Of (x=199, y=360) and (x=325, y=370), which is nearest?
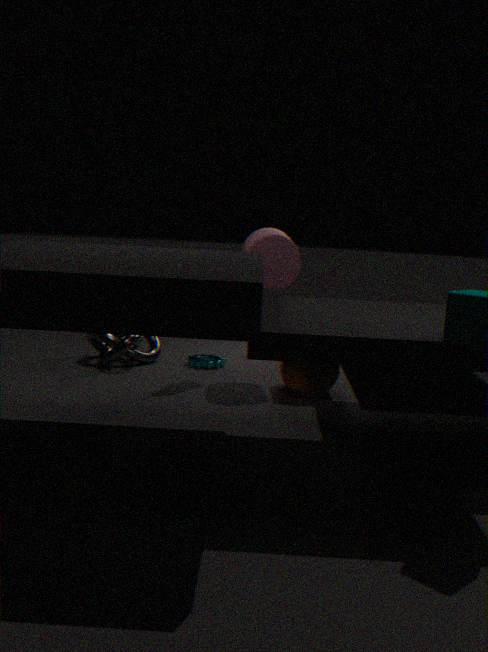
(x=325, y=370)
